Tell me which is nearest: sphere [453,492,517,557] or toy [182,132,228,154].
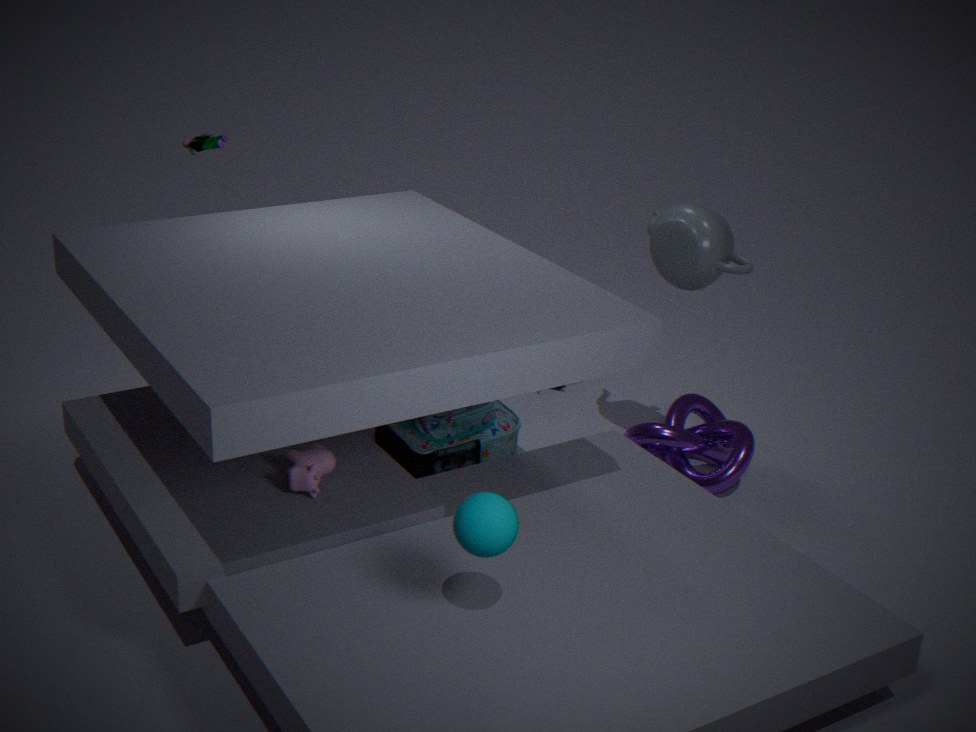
sphere [453,492,517,557]
